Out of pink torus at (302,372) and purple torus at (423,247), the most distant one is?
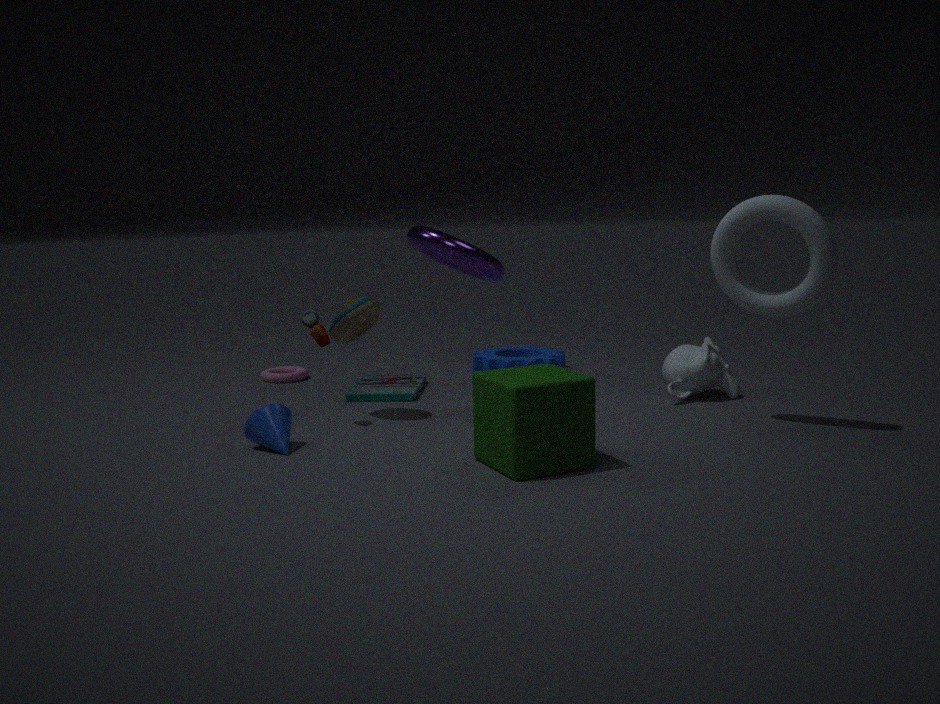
pink torus at (302,372)
